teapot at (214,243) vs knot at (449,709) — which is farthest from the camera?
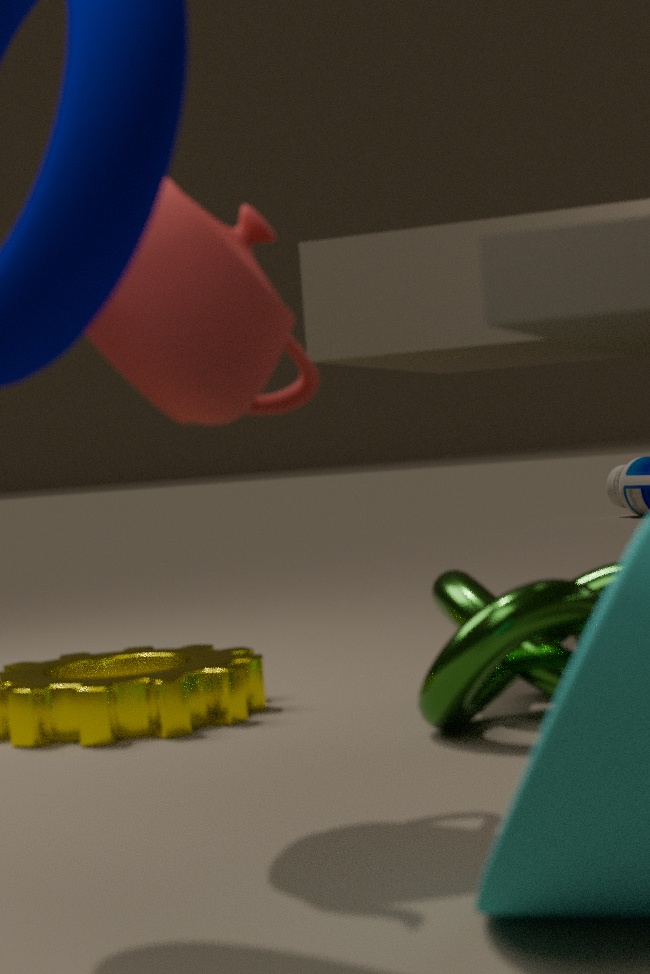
knot at (449,709)
